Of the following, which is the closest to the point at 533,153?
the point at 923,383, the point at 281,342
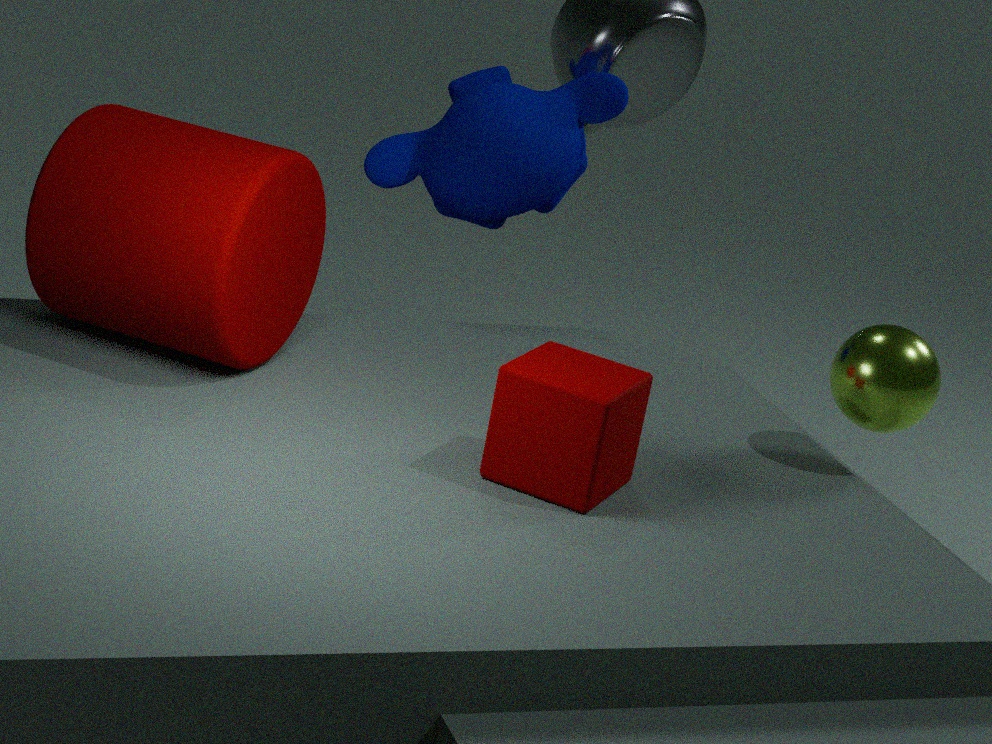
the point at 281,342
